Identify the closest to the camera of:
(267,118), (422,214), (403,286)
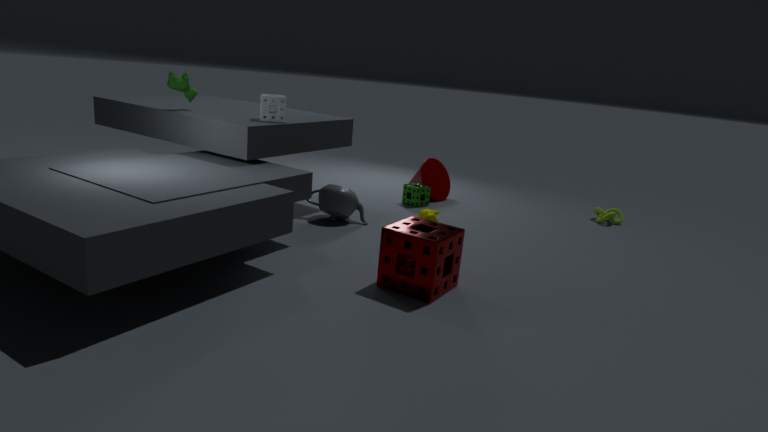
(403,286)
